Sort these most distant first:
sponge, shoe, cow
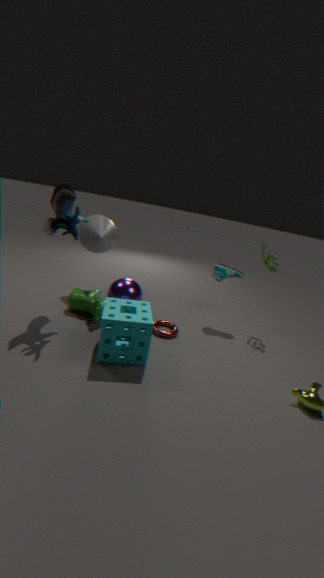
shoe, cow, sponge
